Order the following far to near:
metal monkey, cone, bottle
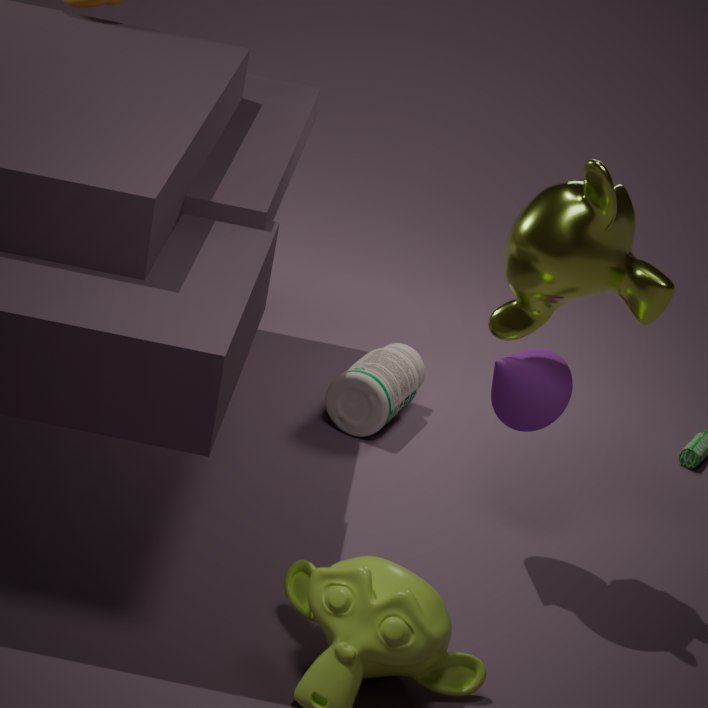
bottle < cone < metal monkey
